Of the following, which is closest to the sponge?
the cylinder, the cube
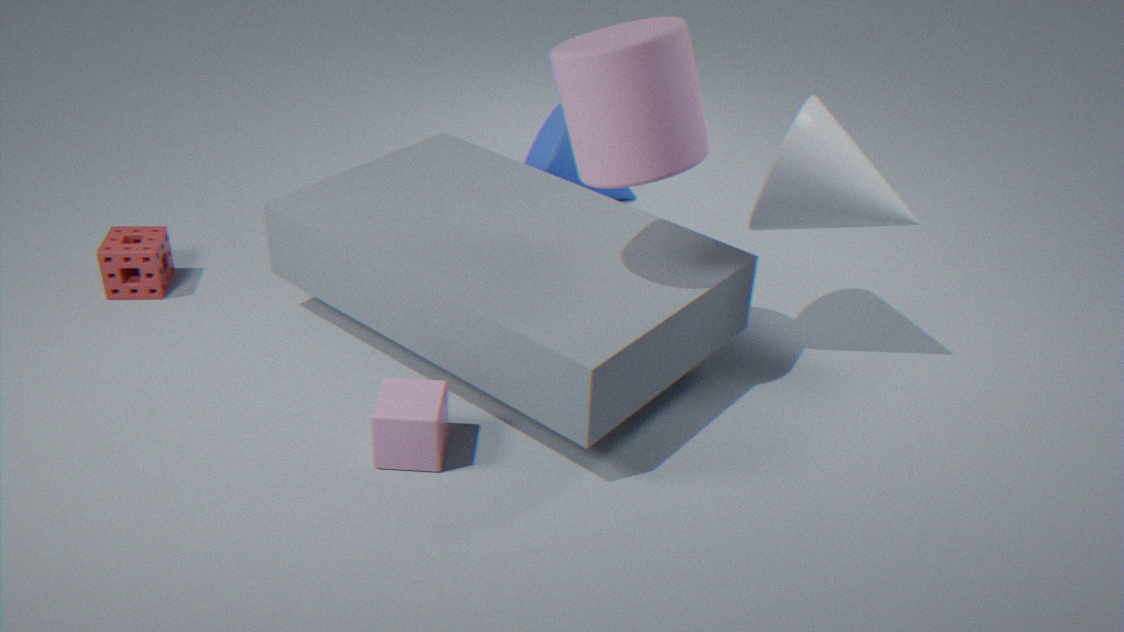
the cube
